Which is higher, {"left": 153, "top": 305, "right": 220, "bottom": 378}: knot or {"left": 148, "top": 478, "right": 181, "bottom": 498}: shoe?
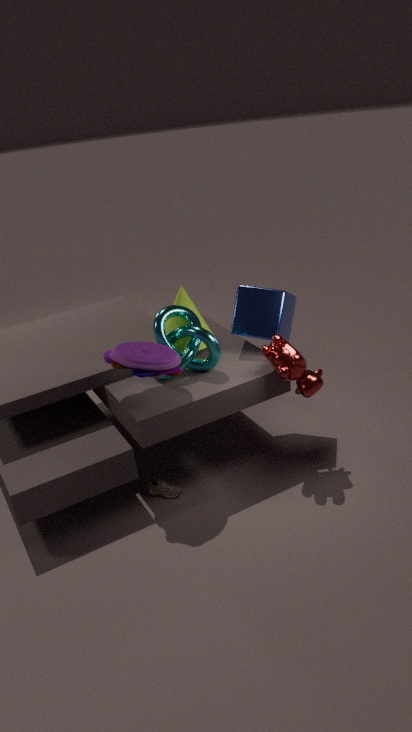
{"left": 153, "top": 305, "right": 220, "bottom": 378}: knot
